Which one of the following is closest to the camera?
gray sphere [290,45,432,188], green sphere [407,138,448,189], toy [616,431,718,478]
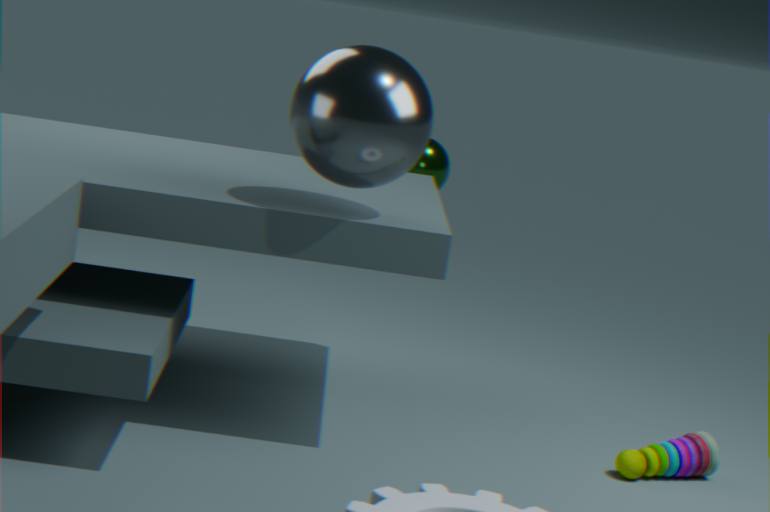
gray sphere [290,45,432,188]
